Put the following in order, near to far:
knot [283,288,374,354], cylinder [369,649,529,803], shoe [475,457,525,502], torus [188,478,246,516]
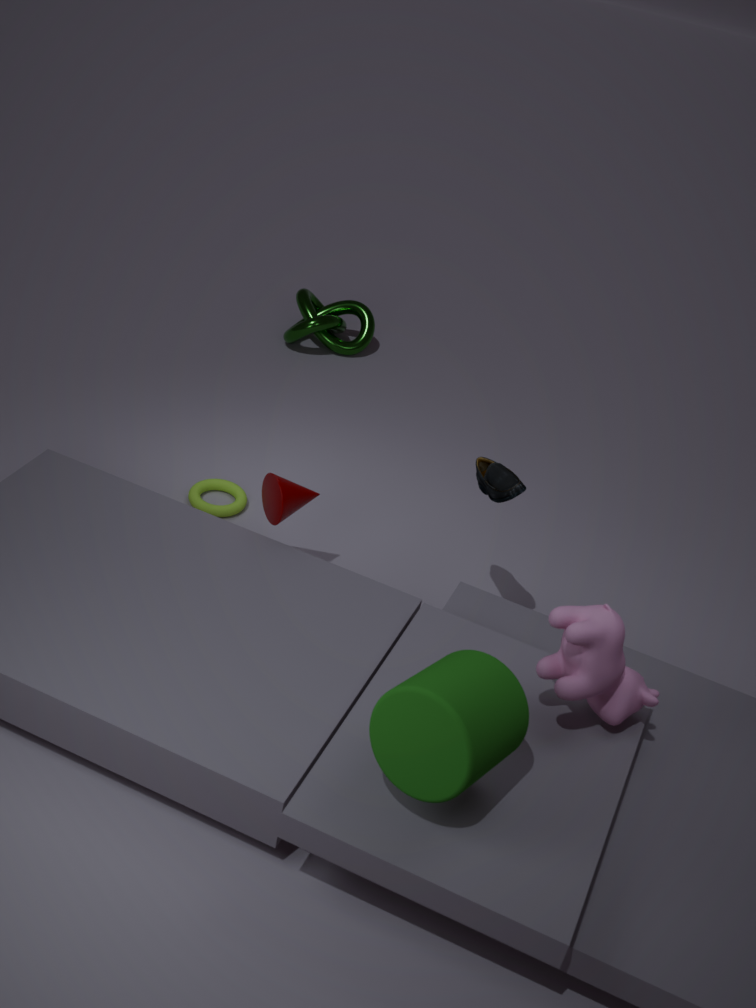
1. cylinder [369,649,529,803]
2. shoe [475,457,525,502]
3. torus [188,478,246,516]
4. knot [283,288,374,354]
